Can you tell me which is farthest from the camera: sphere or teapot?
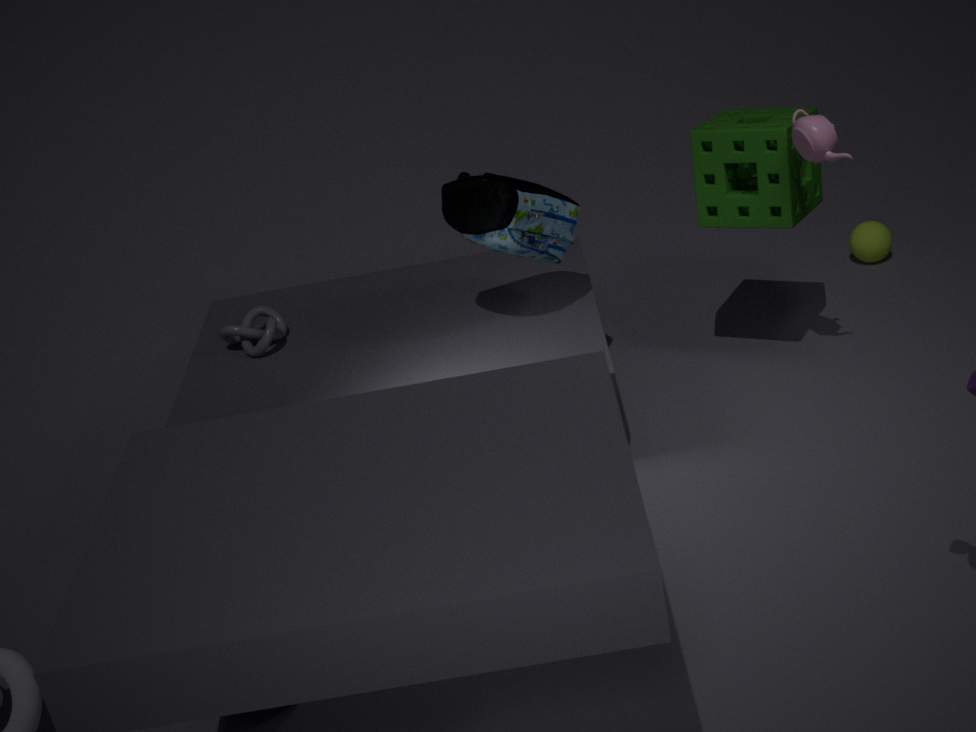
sphere
